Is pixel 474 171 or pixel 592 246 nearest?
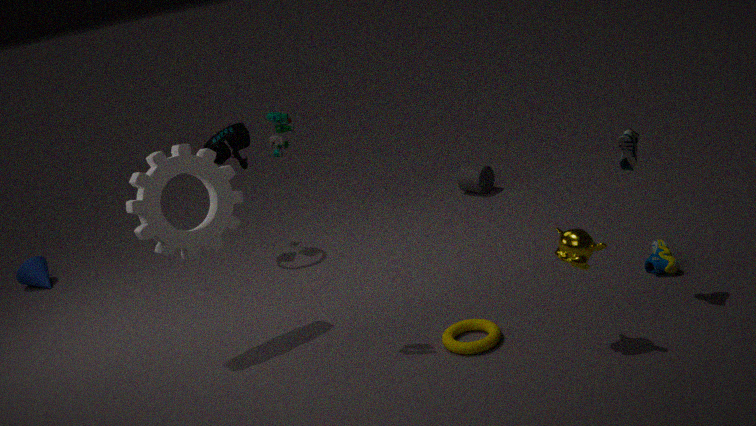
pixel 592 246
